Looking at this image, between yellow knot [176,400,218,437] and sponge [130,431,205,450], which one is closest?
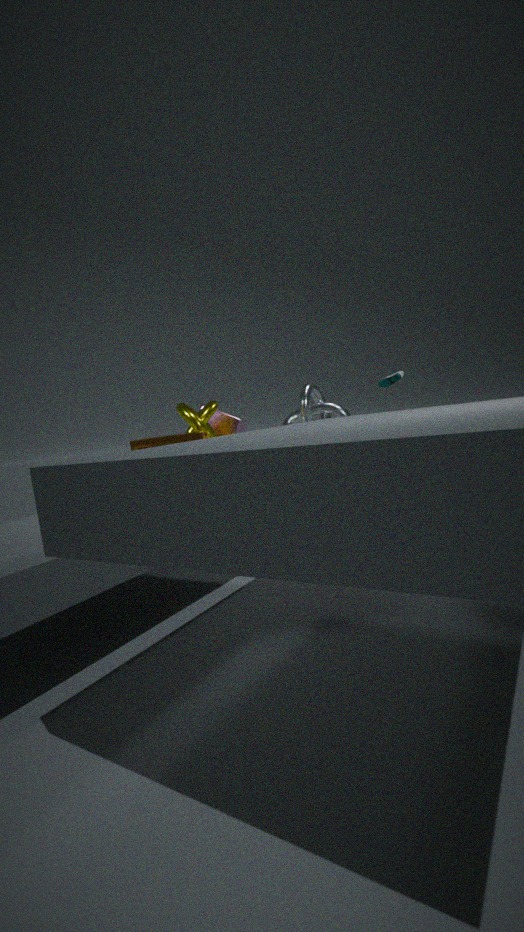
sponge [130,431,205,450]
